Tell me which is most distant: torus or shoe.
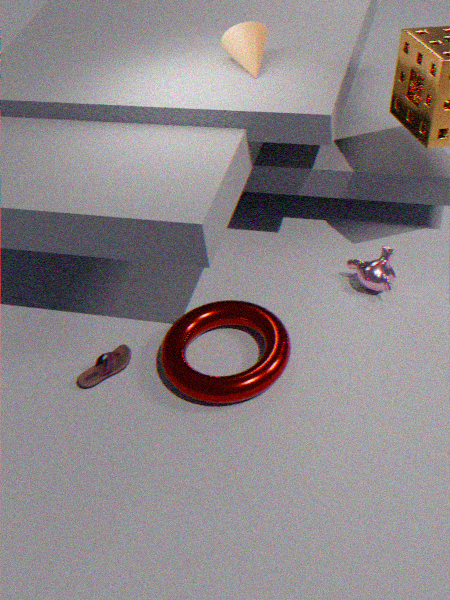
shoe
